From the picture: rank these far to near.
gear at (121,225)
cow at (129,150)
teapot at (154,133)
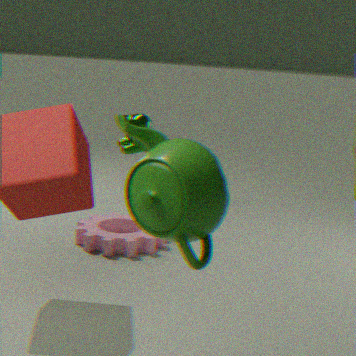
gear at (121,225) < cow at (129,150) < teapot at (154,133)
